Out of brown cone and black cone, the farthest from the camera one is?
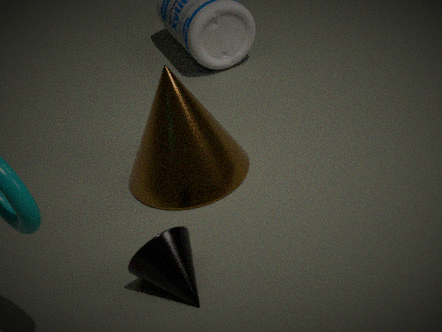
brown cone
